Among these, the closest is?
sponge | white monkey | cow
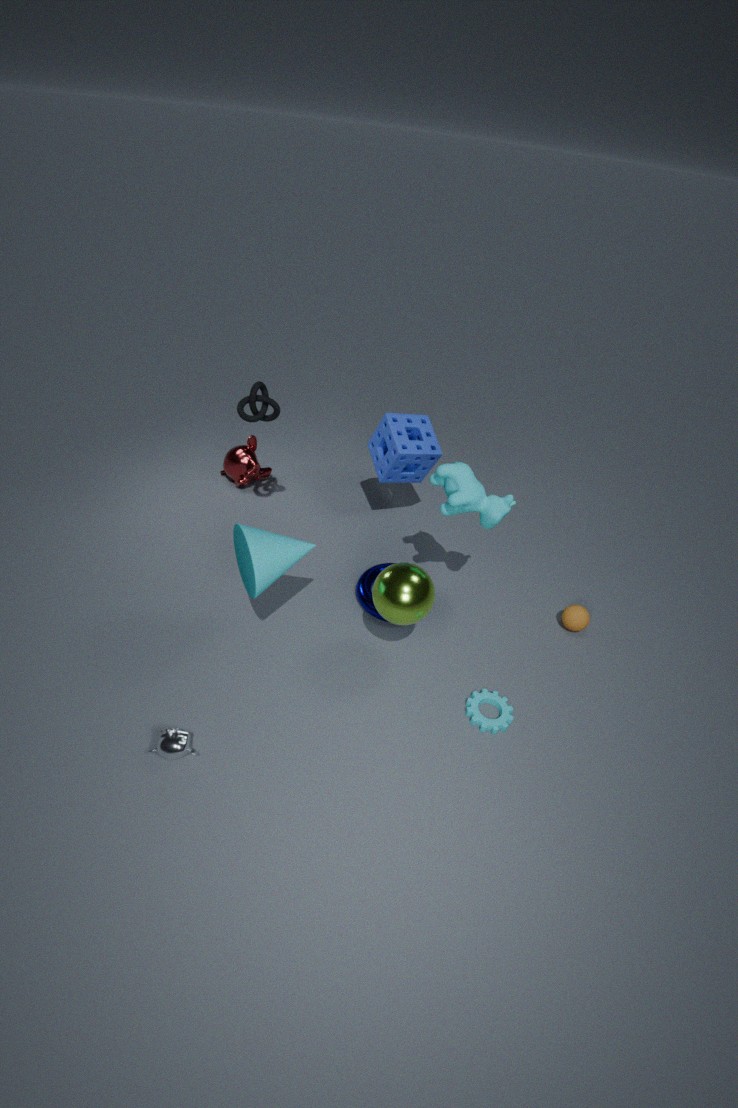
white monkey
